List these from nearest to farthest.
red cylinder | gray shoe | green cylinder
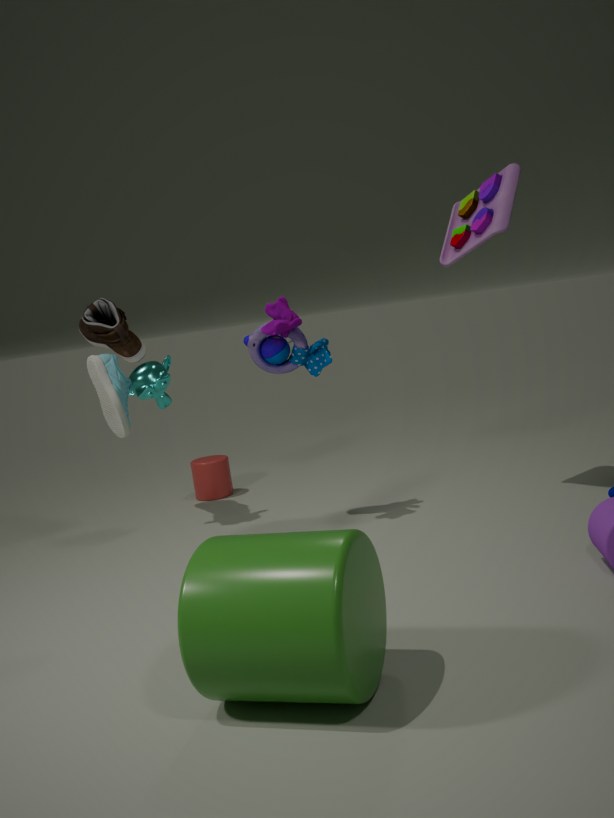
1. green cylinder
2. gray shoe
3. red cylinder
